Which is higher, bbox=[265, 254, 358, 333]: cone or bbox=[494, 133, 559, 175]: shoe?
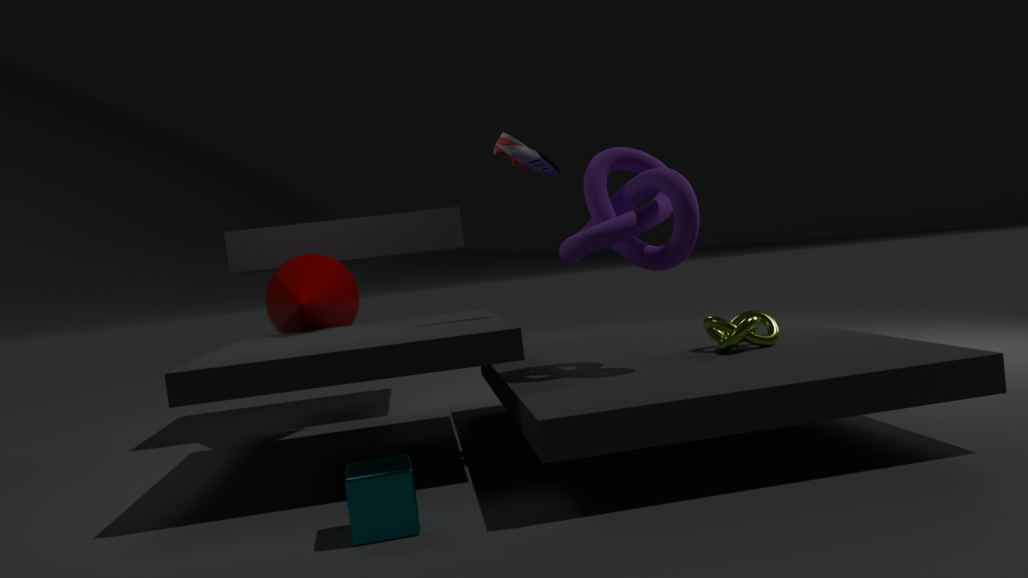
bbox=[494, 133, 559, 175]: shoe
